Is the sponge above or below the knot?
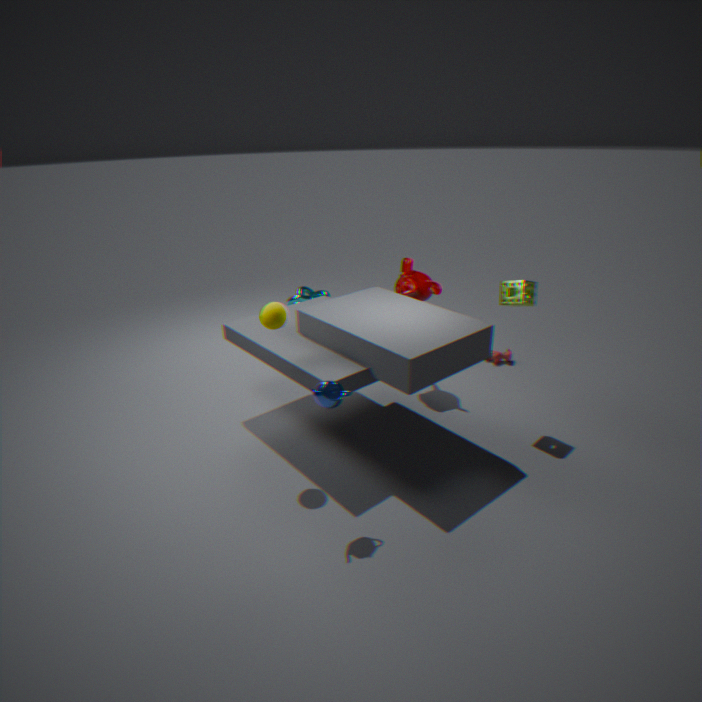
above
